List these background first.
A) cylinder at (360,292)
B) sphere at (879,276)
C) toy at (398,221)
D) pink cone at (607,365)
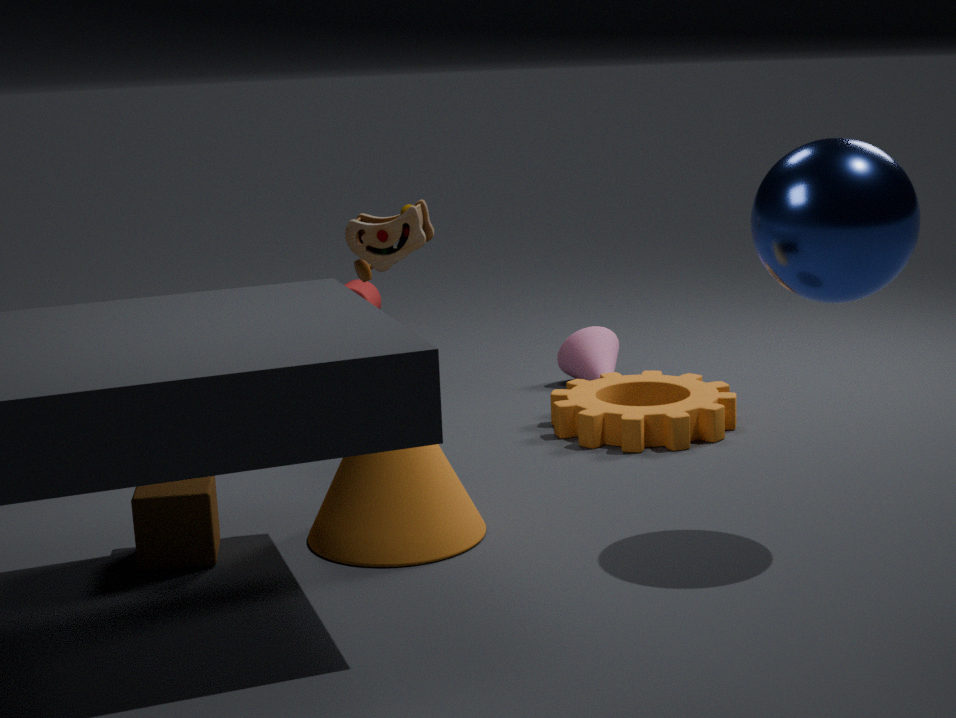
1. cylinder at (360,292)
2. pink cone at (607,365)
3. toy at (398,221)
4. sphere at (879,276)
